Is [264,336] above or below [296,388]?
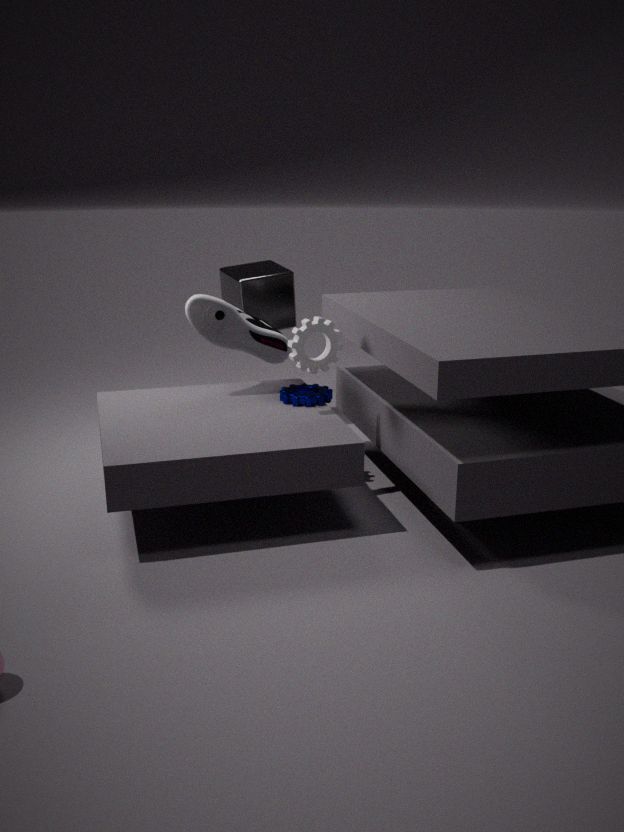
above
